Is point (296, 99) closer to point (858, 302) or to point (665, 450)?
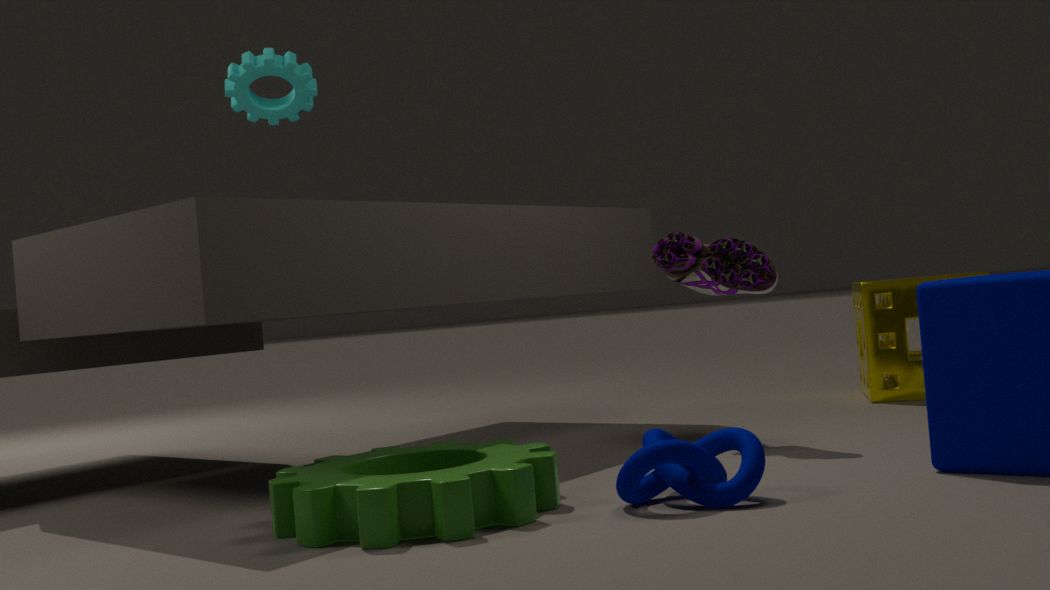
point (665, 450)
